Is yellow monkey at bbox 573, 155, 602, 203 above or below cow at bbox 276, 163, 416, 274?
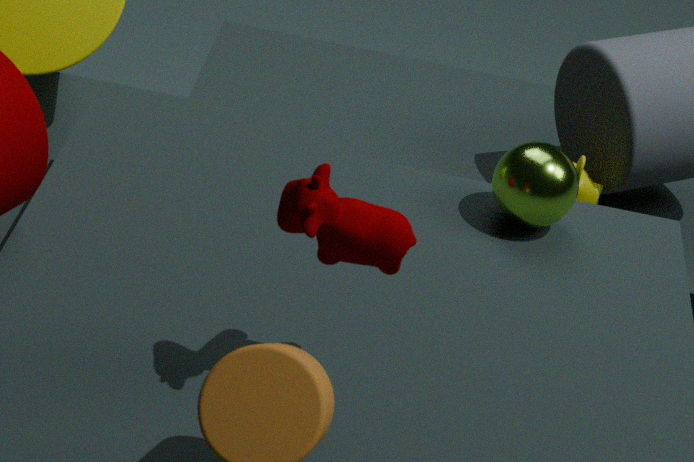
below
